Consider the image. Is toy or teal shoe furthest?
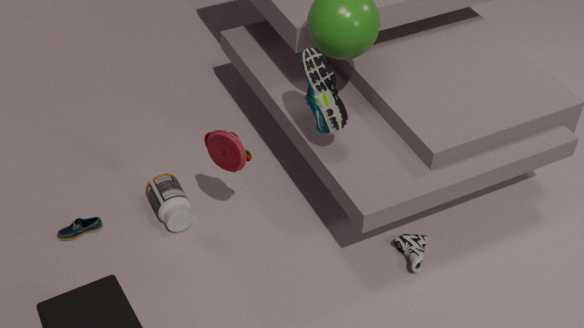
teal shoe
